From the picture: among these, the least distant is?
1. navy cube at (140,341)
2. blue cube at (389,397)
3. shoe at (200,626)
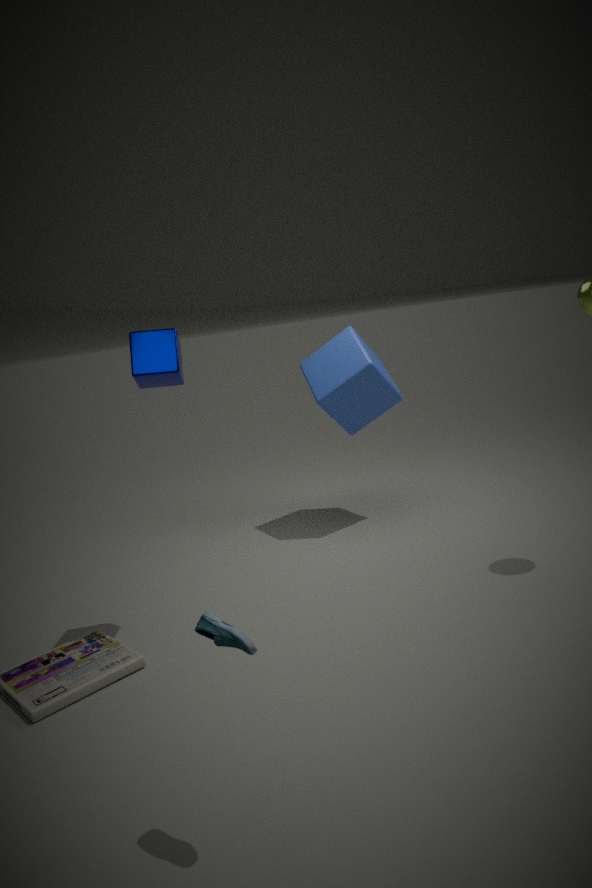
shoe at (200,626)
